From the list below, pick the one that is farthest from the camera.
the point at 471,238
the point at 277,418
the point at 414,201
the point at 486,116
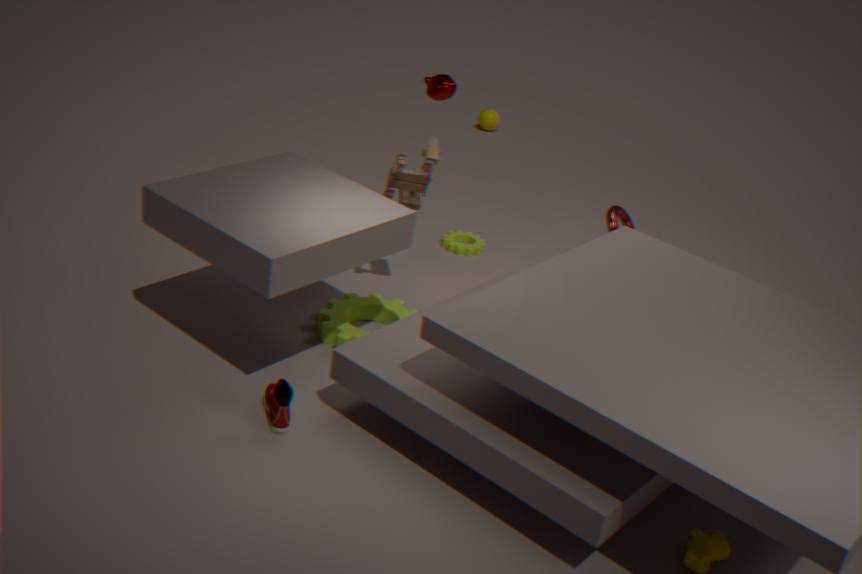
the point at 486,116
